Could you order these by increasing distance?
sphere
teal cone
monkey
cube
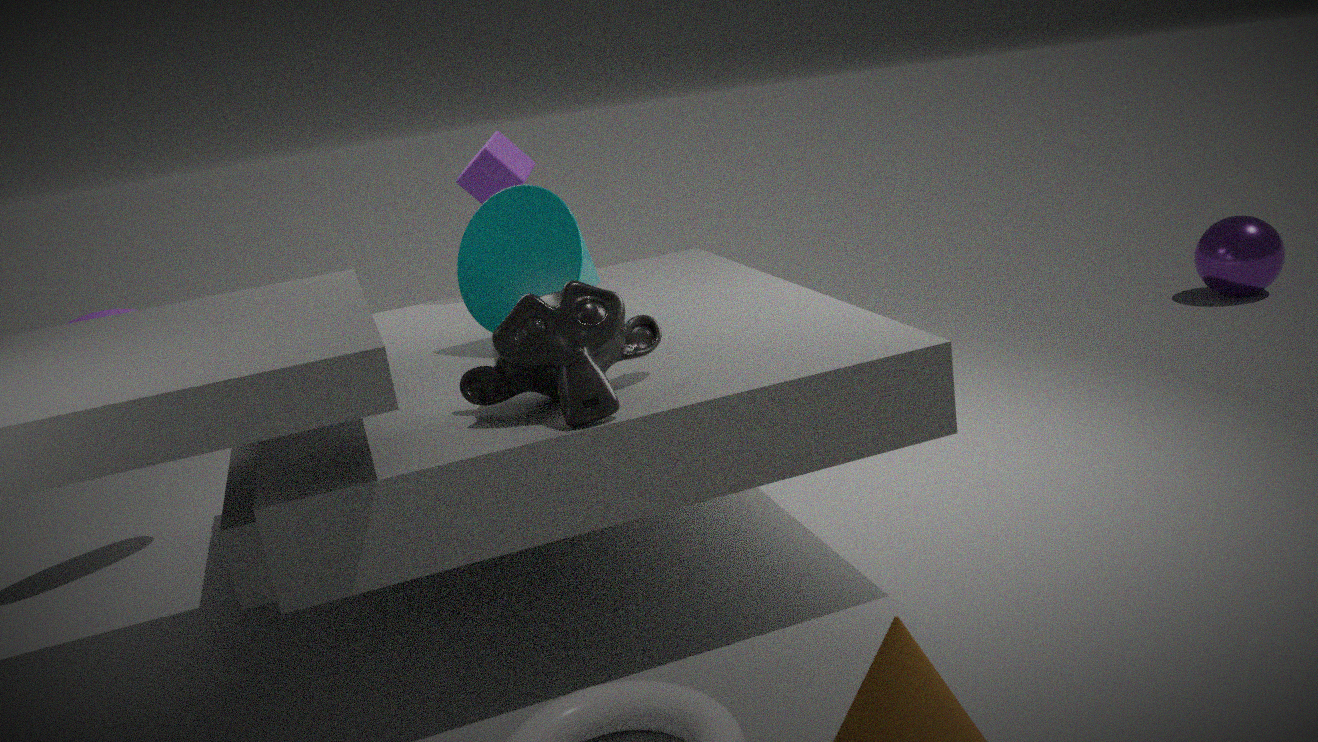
monkey, teal cone, cube, sphere
